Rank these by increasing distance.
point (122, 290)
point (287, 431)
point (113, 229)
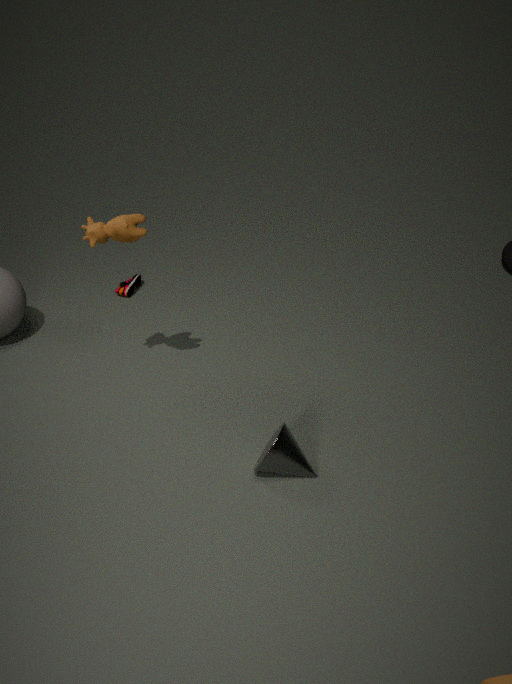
point (287, 431)
point (113, 229)
point (122, 290)
